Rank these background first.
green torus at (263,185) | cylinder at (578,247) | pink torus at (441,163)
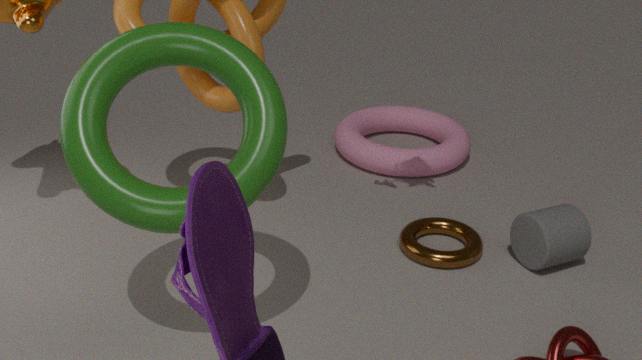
pink torus at (441,163), cylinder at (578,247), green torus at (263,185)
